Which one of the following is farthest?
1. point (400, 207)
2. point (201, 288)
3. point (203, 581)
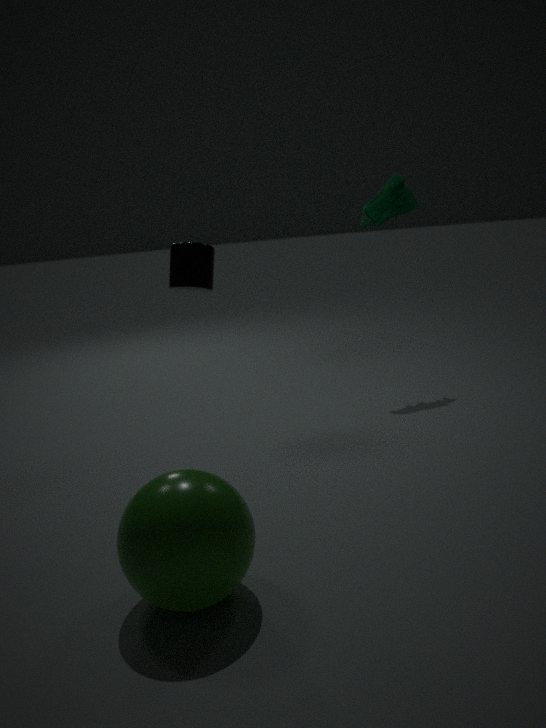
point (400, 207)
